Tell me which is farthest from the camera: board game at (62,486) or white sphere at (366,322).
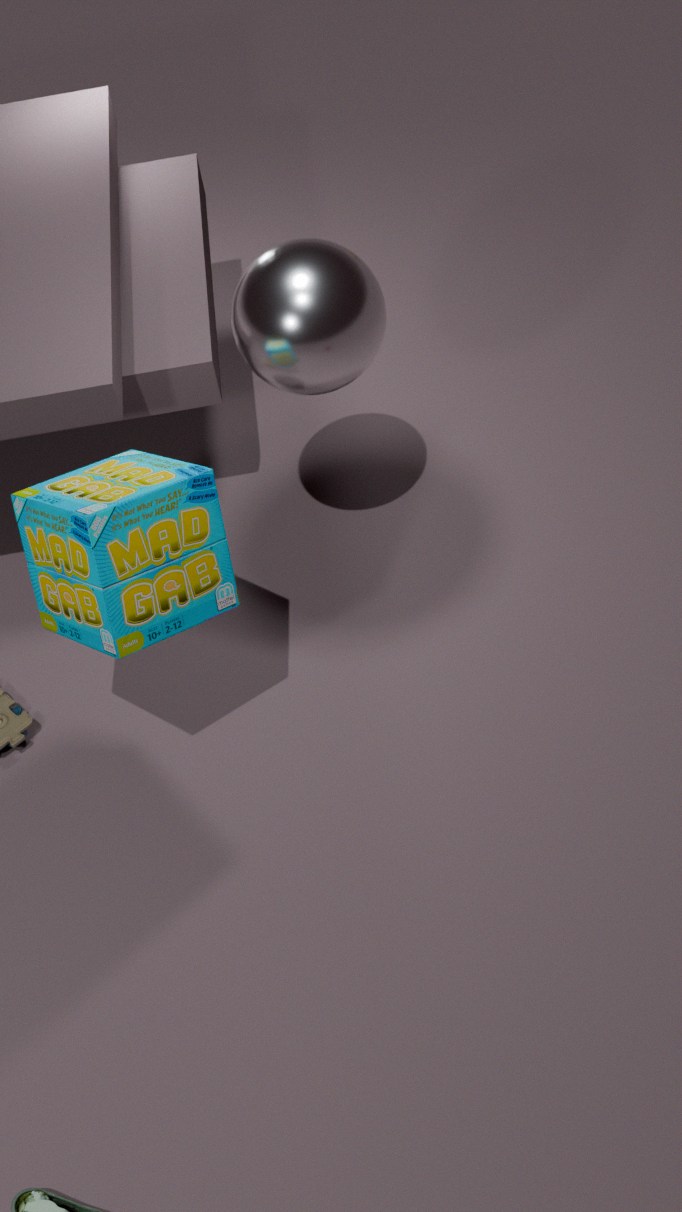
white sphere at (366,322)
